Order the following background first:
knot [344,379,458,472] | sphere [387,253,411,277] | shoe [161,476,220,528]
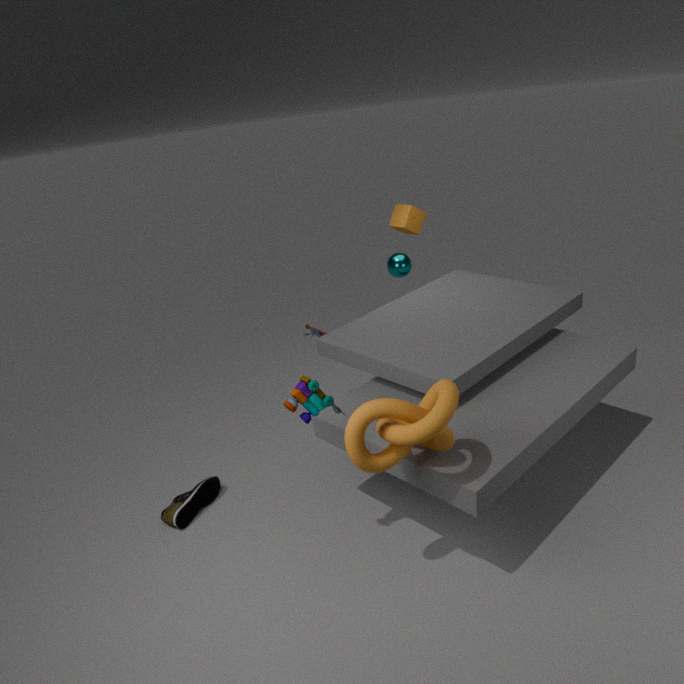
sphere [387,253,411,277] → shoe [161,476,220,528] → knot [344,379,458,472]
